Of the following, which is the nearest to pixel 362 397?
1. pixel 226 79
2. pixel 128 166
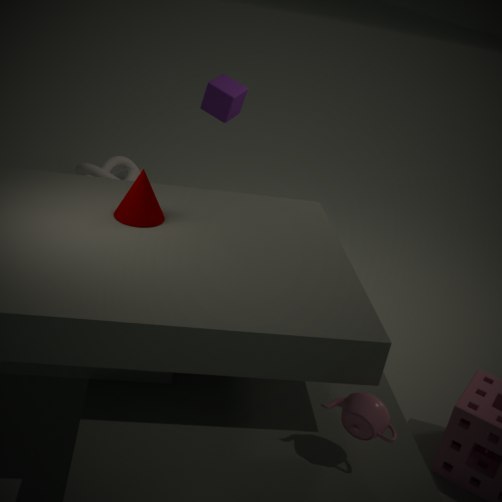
pixel 226 79
